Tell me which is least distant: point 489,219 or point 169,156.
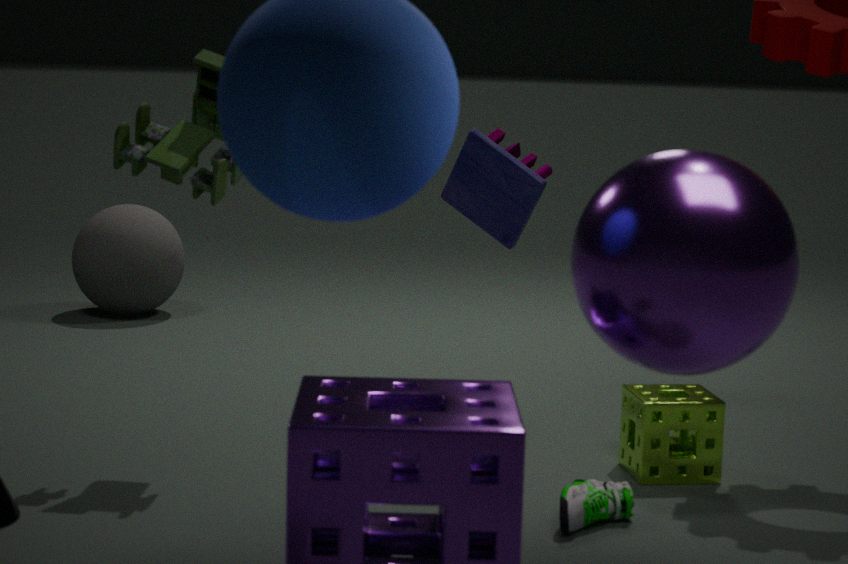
point 169,156
